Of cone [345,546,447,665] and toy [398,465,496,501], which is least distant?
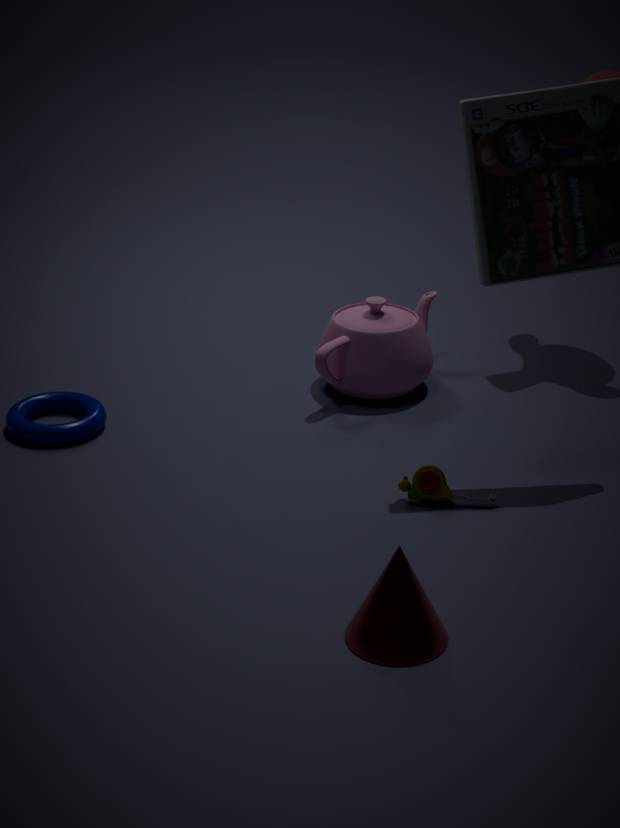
cone [345,546,447,665]
